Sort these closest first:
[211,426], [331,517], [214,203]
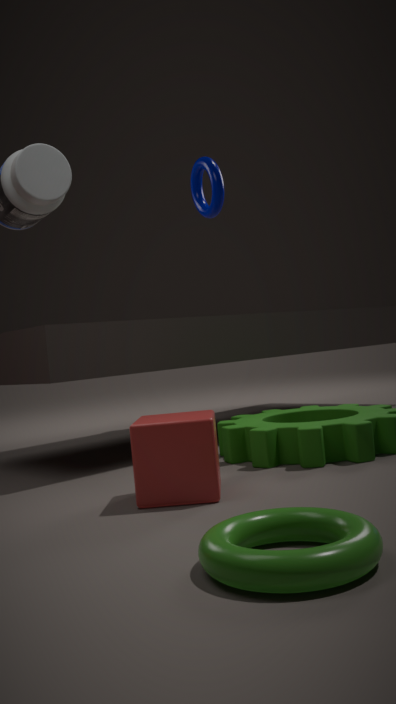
[331,517] → [211,426] → [214,203]
